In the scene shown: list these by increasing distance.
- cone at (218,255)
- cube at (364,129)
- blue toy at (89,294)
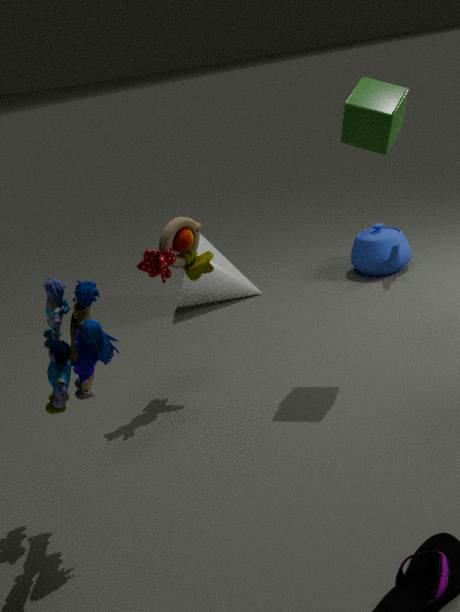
blue toy at (89,294), cube at (364,129), cone at (218,255)
